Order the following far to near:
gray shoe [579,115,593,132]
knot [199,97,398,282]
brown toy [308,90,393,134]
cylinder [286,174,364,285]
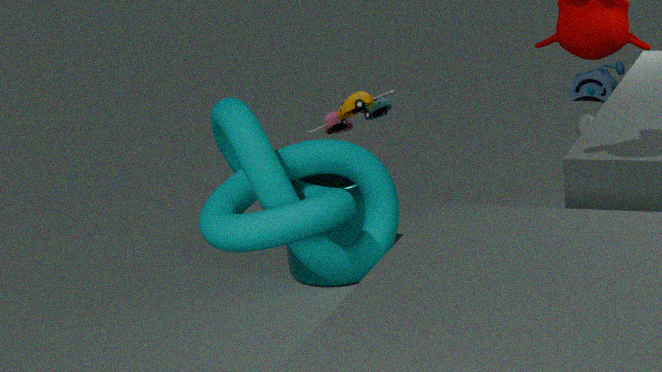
gray shoe [579,115,593,132] < cylinder [286,174,364,285] < brown toy [308,90,393,134] < knot [199,97,398,282]
